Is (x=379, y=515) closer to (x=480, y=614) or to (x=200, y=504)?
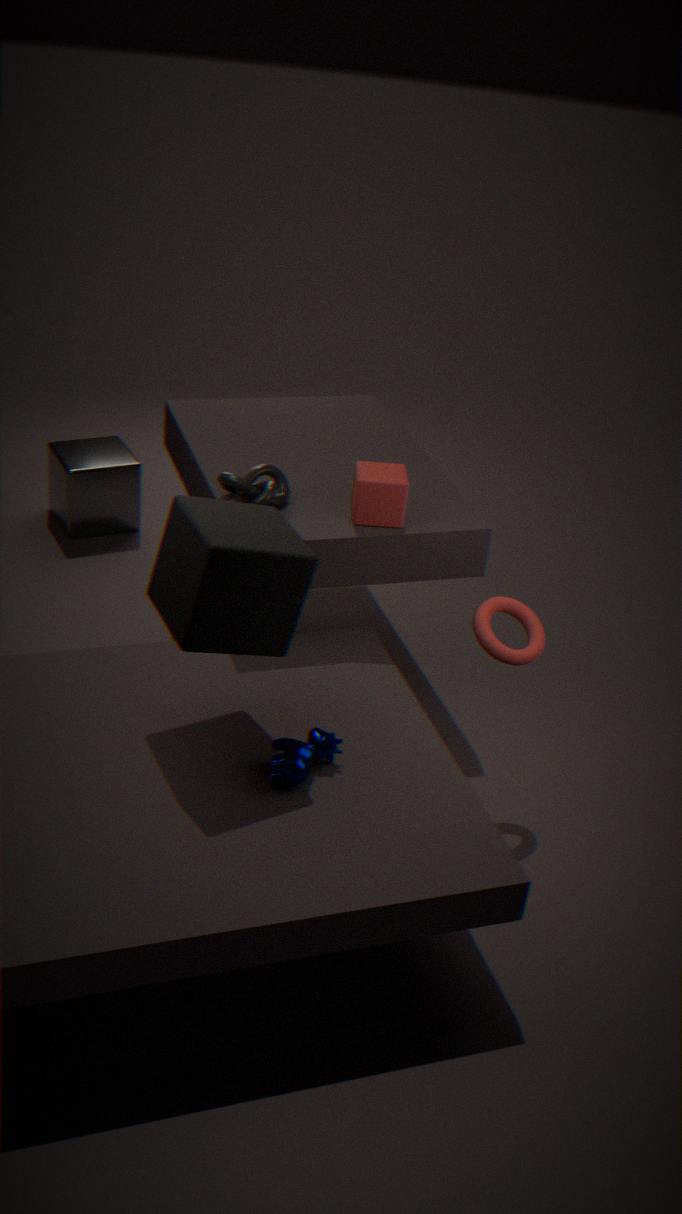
(x=480, y=614)
